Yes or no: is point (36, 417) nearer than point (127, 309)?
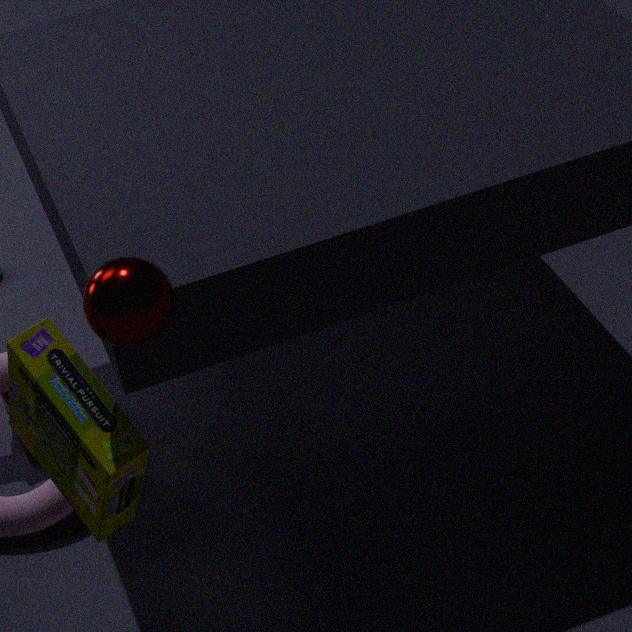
No
